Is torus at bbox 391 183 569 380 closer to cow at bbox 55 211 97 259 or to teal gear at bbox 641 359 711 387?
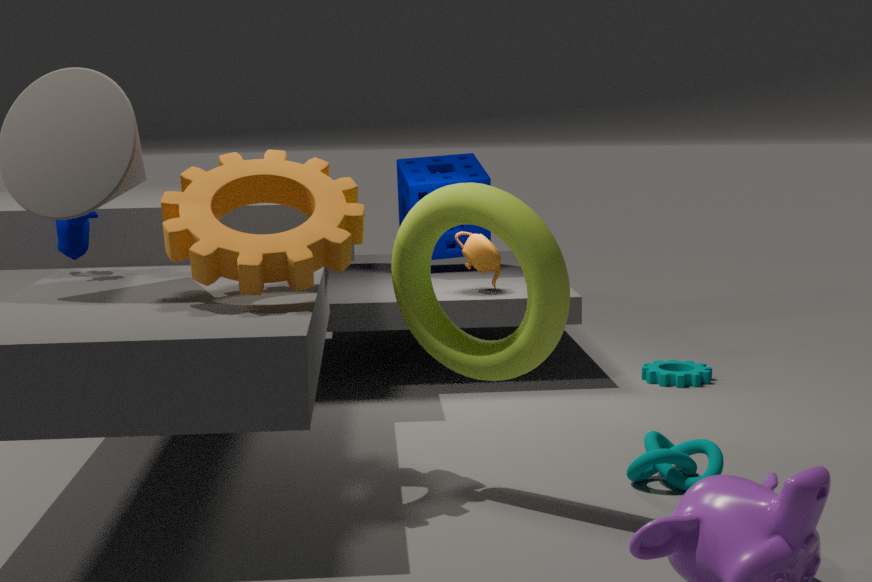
Result: cow at bbox 55 211 97 259
